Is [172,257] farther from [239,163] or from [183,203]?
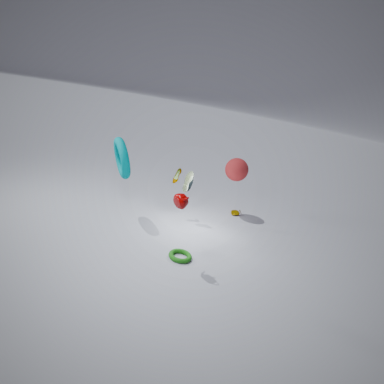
[239,163]
